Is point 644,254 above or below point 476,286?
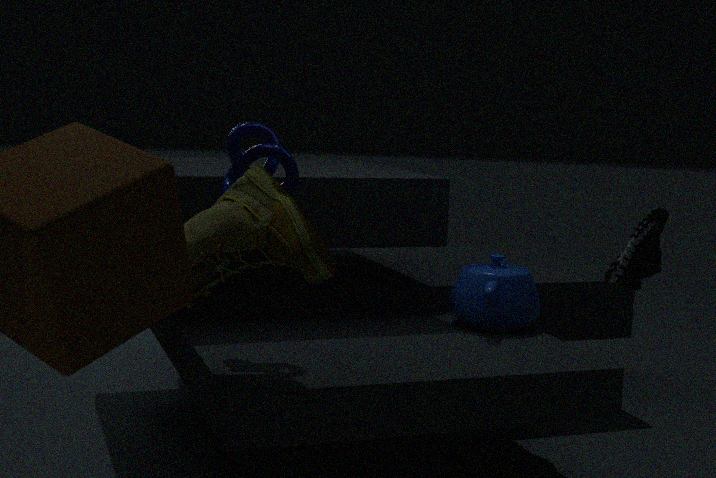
above
